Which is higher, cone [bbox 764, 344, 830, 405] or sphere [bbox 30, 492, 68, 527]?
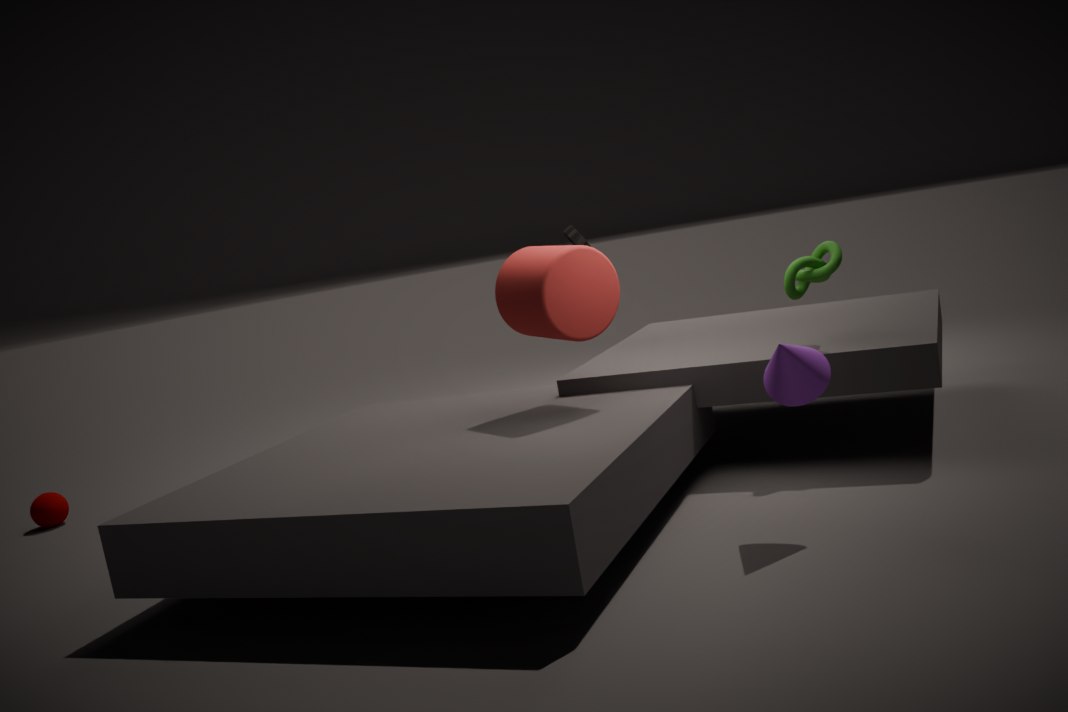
cone [bbox 764, 344, 830, 405]
